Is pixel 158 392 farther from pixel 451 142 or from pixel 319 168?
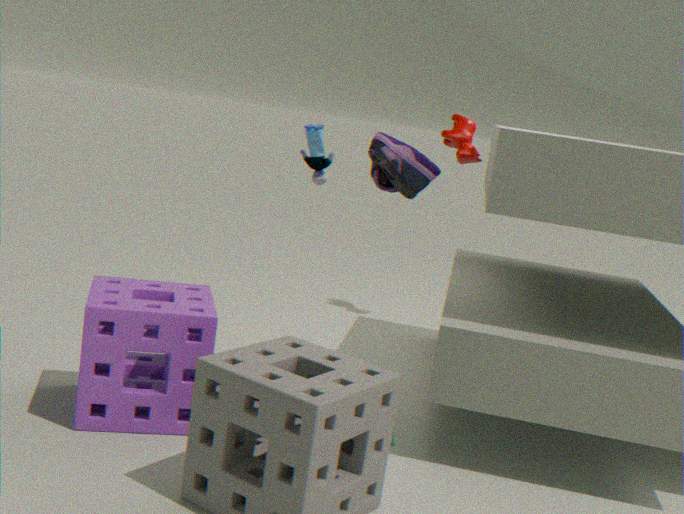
pixel 451 142
